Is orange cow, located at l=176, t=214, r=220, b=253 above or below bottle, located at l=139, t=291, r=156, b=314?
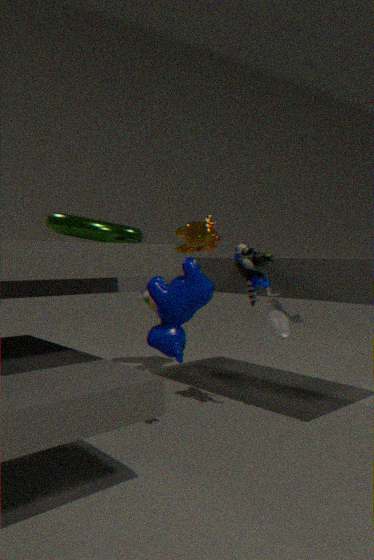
above
